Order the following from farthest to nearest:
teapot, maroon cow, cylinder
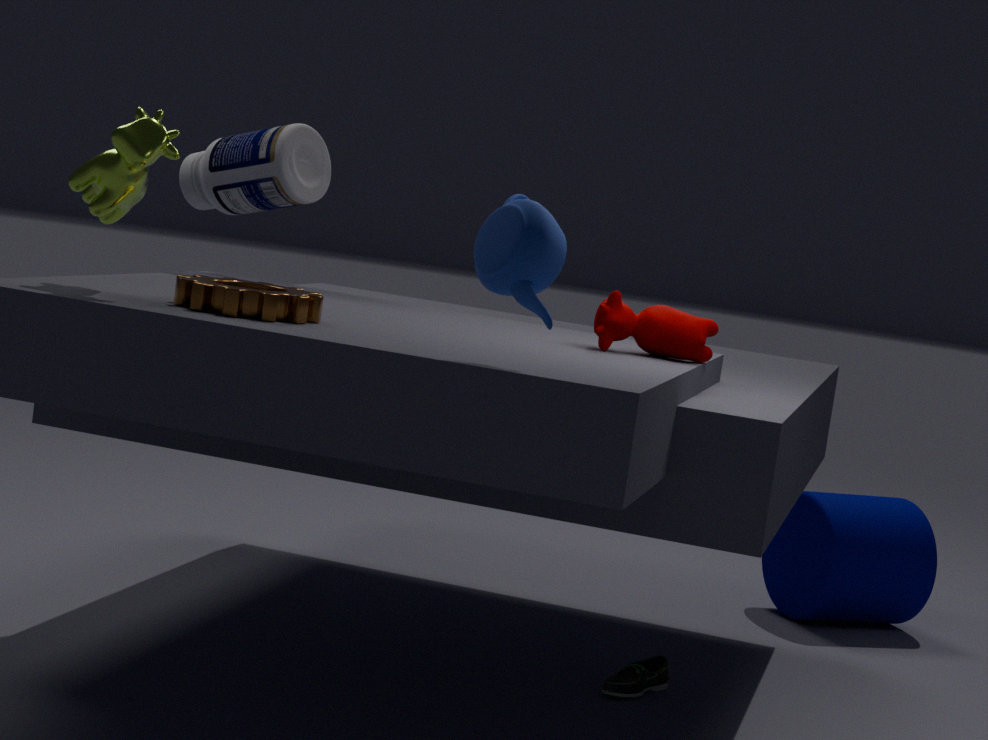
cylinder
maroon cow
teapot
